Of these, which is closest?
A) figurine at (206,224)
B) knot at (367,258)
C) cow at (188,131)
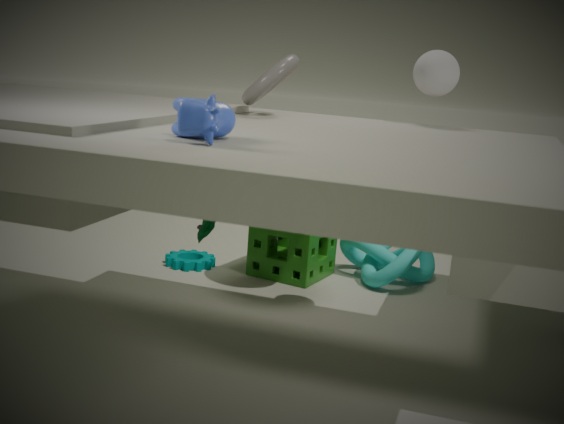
cow at (188,131)
